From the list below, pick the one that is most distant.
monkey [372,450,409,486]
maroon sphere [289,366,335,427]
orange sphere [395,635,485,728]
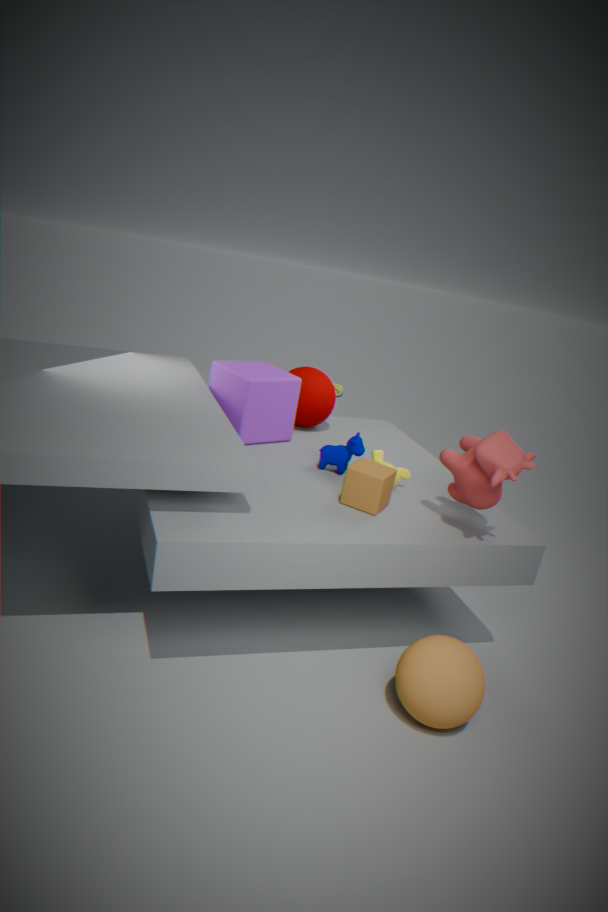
maroon sphere [289,366,335,427]
